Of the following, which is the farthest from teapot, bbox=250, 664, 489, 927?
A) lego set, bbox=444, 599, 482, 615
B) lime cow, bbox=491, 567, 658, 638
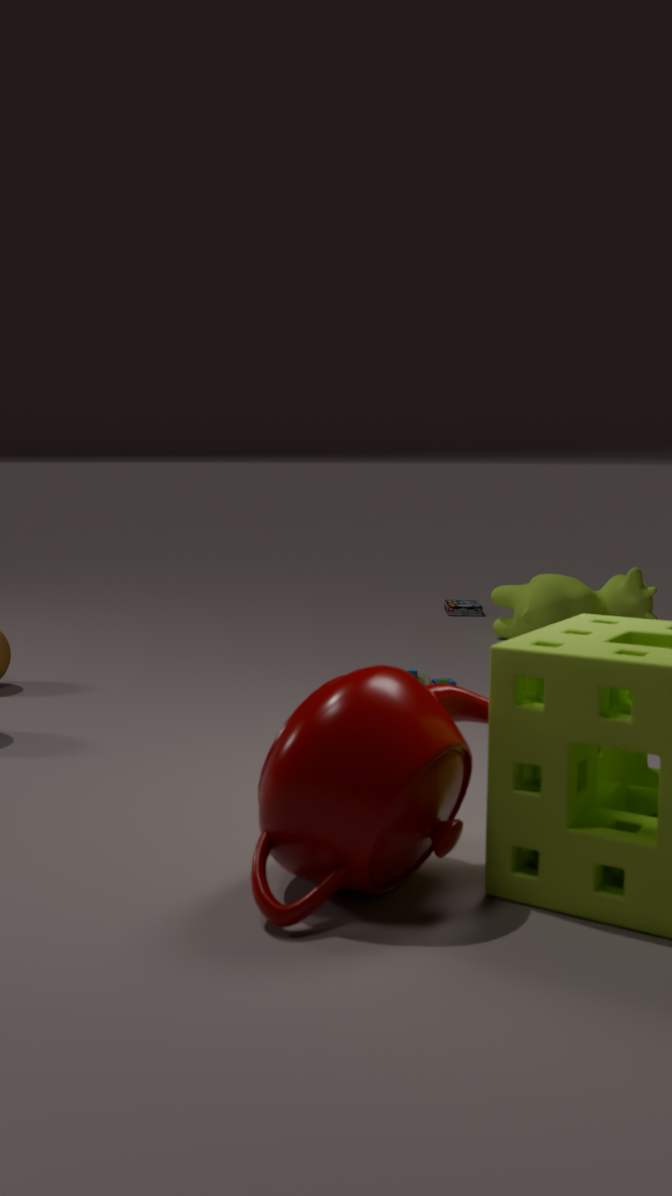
lego set, bbox=444, 599, 482, 615
